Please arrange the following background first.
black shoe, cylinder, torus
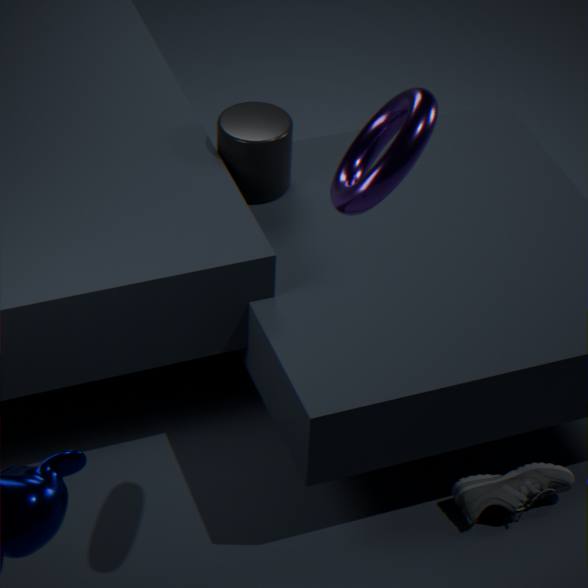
1. cylinder
2. black shoe
3. torus
